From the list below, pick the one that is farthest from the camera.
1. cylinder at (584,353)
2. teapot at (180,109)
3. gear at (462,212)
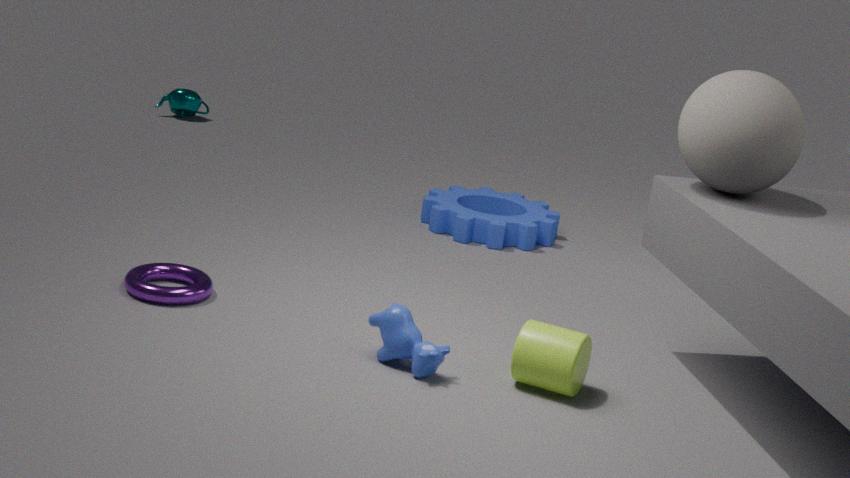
teapot at (180,109)
